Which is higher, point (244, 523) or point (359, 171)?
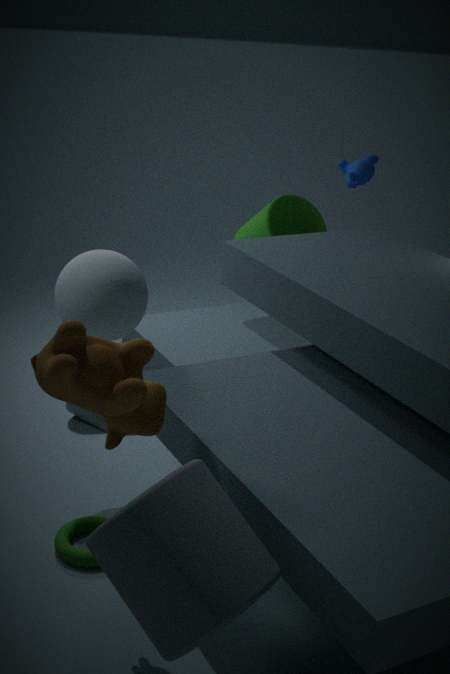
point (359, 171)
